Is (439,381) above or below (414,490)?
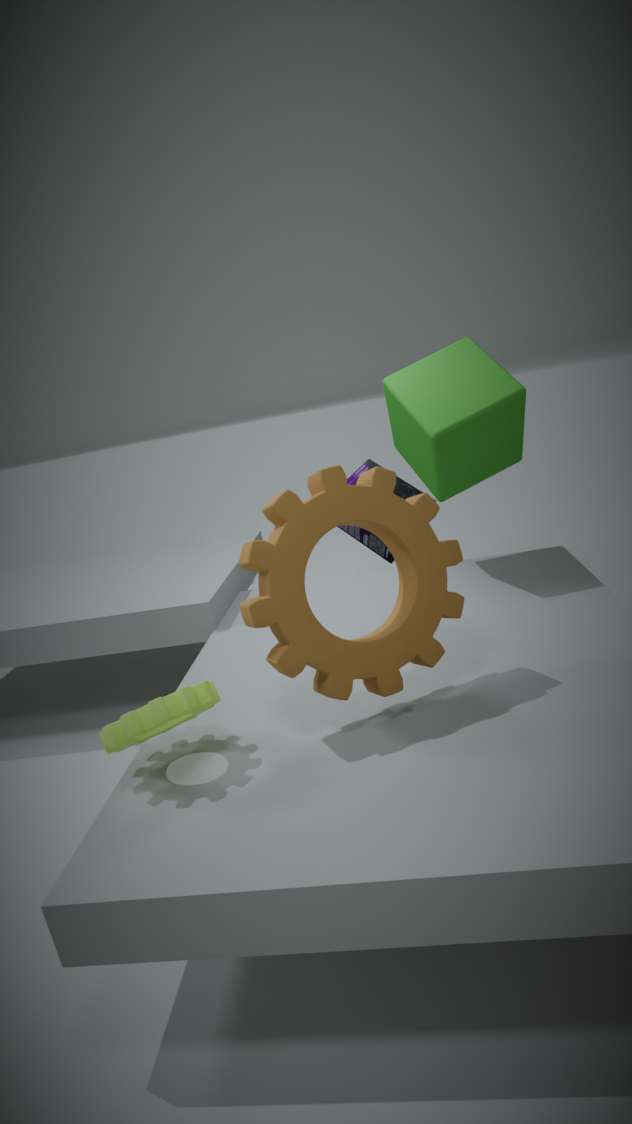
above
